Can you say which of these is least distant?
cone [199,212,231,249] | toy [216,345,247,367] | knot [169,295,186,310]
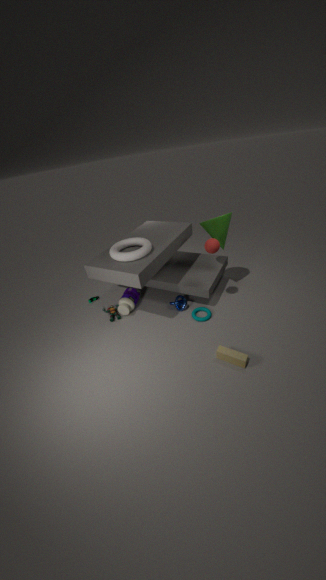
toy [216,345,247,367]
